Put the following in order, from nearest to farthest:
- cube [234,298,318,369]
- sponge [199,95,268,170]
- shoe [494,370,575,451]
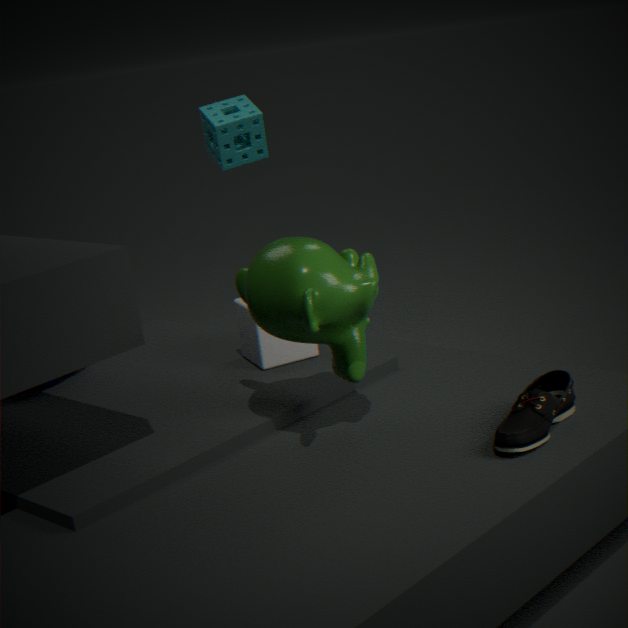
shoe [494,370,575,451] < cube [234,298,318,369] < sponge [199,95,268,170]
